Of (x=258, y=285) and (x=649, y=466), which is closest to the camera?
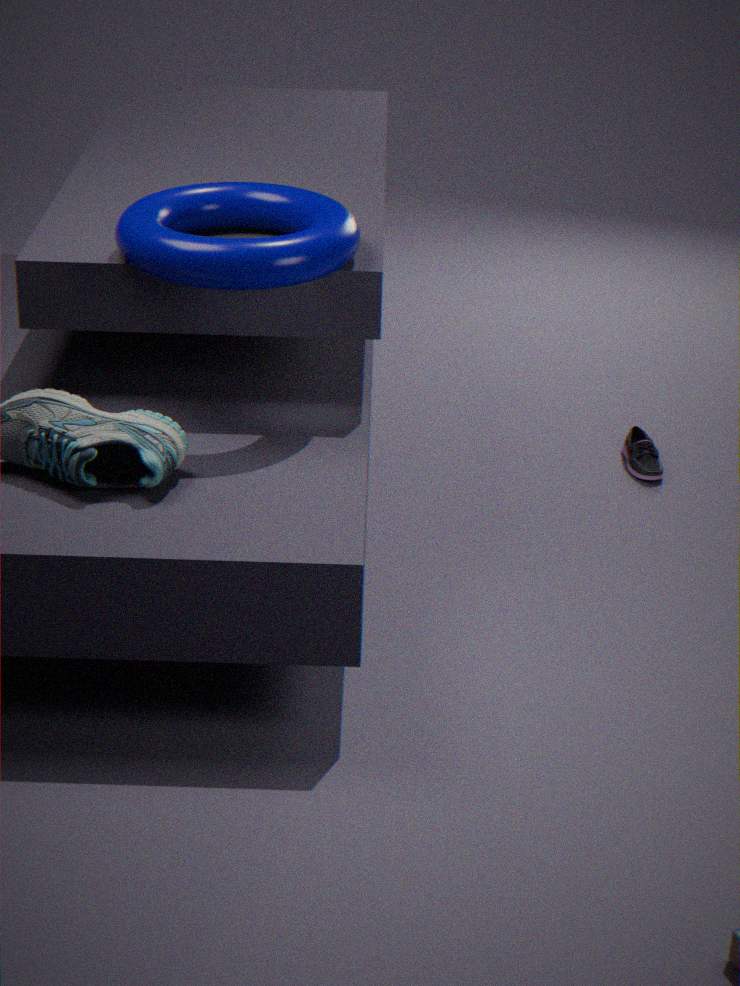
(x=258, y=285)
